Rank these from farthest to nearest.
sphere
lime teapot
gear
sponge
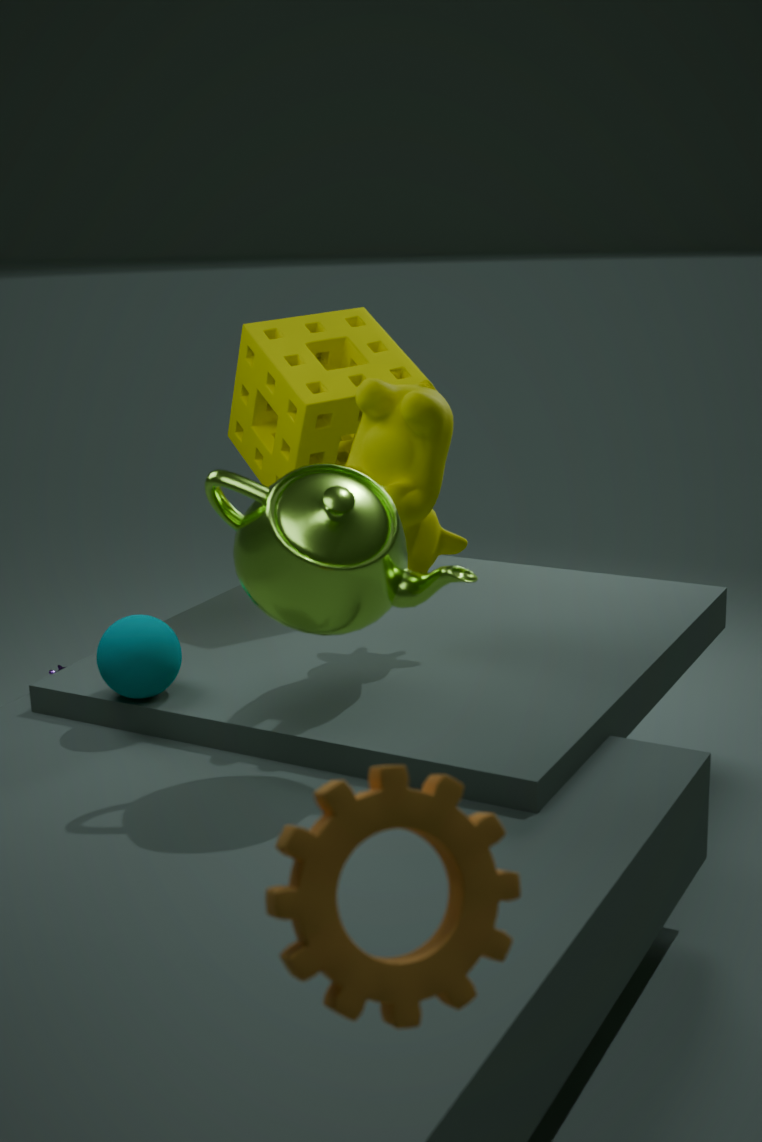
sponge, sphere, lime teapot, gear
